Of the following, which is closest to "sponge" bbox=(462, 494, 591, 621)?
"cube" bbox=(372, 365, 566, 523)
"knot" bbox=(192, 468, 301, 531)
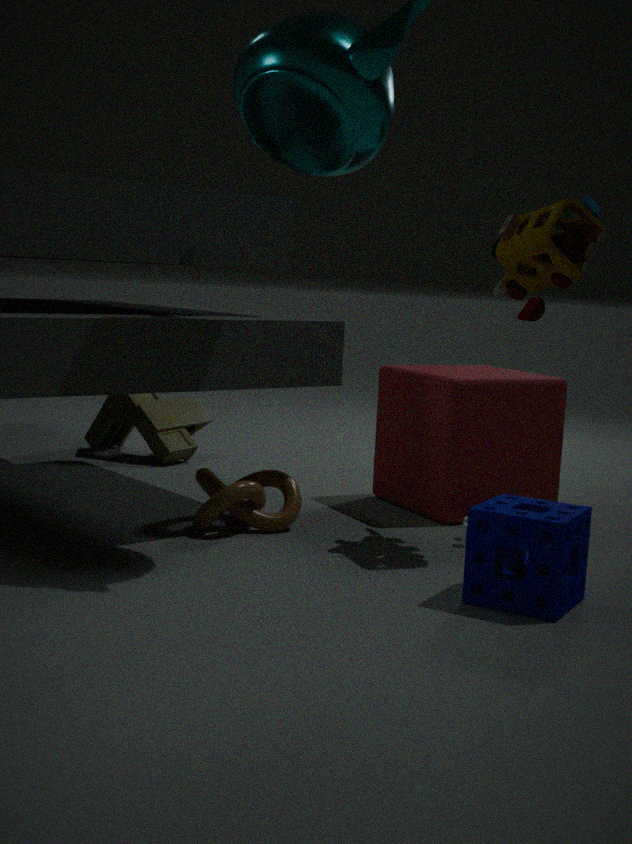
"cube" bbox=(372, 365, 566, 523)
